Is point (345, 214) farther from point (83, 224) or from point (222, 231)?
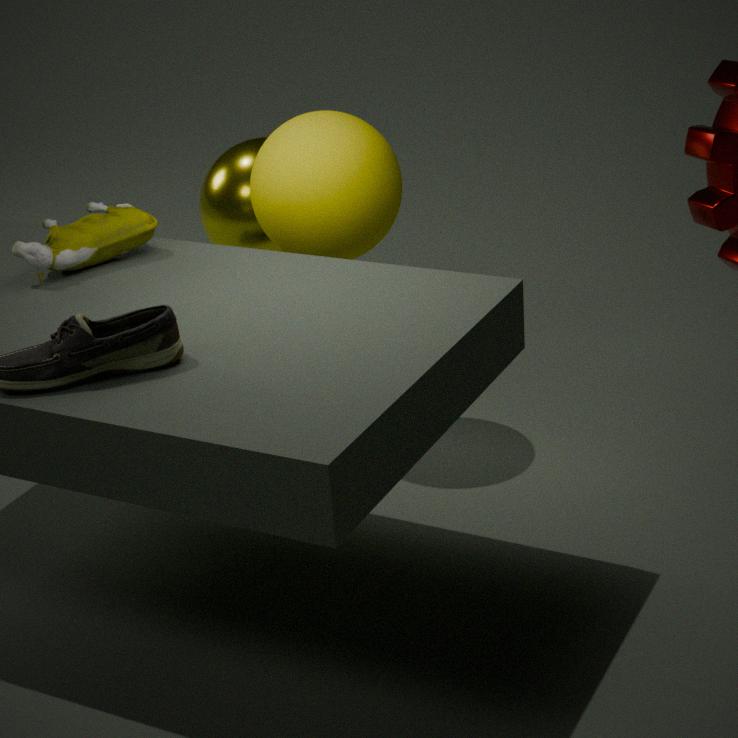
point (83, 224)
